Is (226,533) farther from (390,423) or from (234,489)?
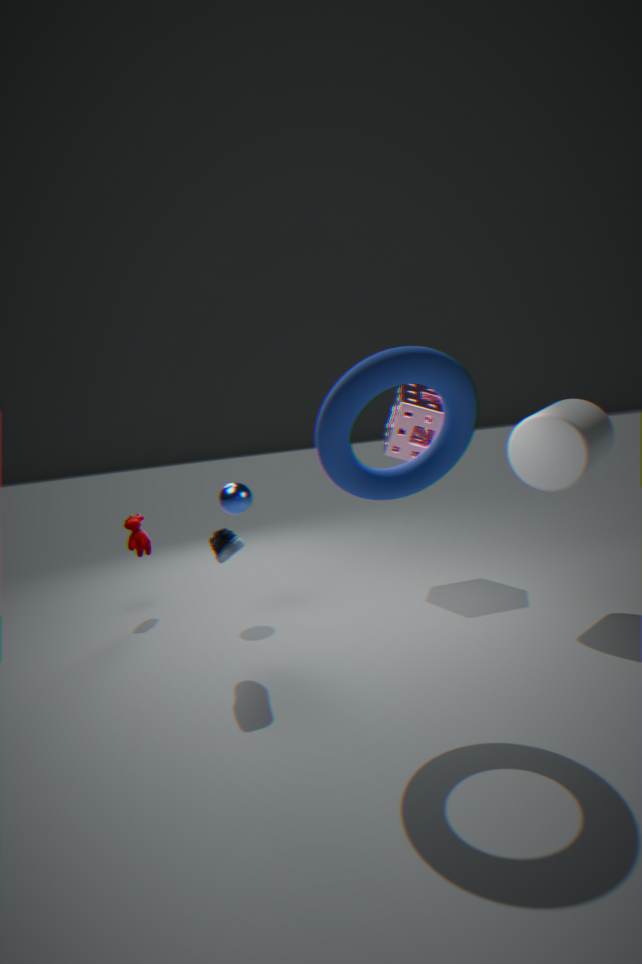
(390,423)
